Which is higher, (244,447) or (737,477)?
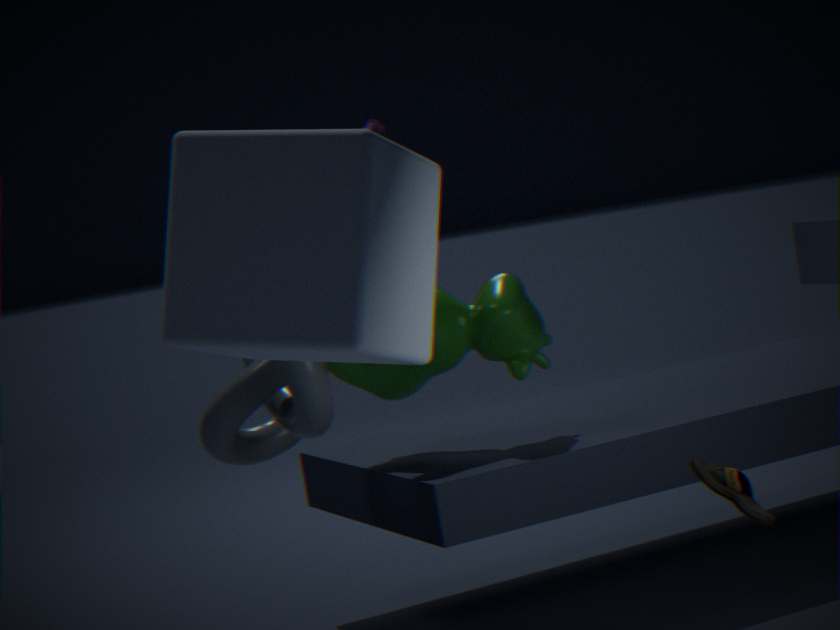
(244,447)
